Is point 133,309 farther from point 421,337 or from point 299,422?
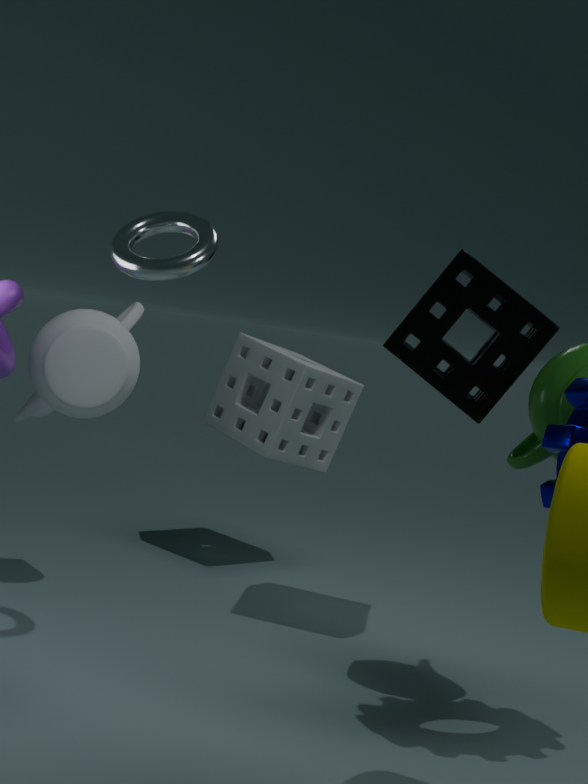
point 421,337
